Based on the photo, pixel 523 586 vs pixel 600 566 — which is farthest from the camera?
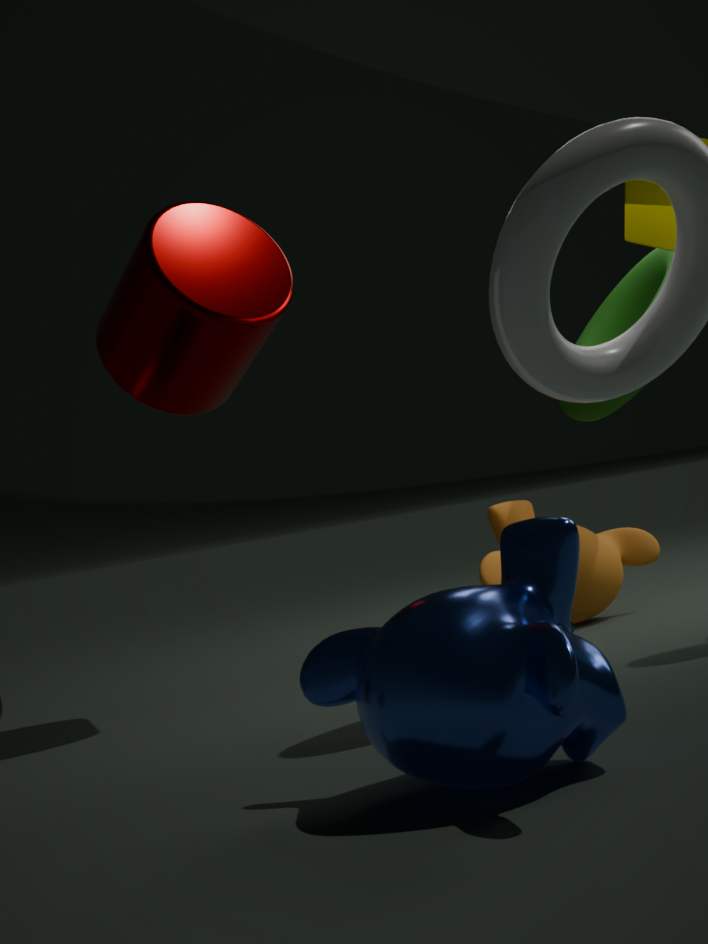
pixel 600 566
